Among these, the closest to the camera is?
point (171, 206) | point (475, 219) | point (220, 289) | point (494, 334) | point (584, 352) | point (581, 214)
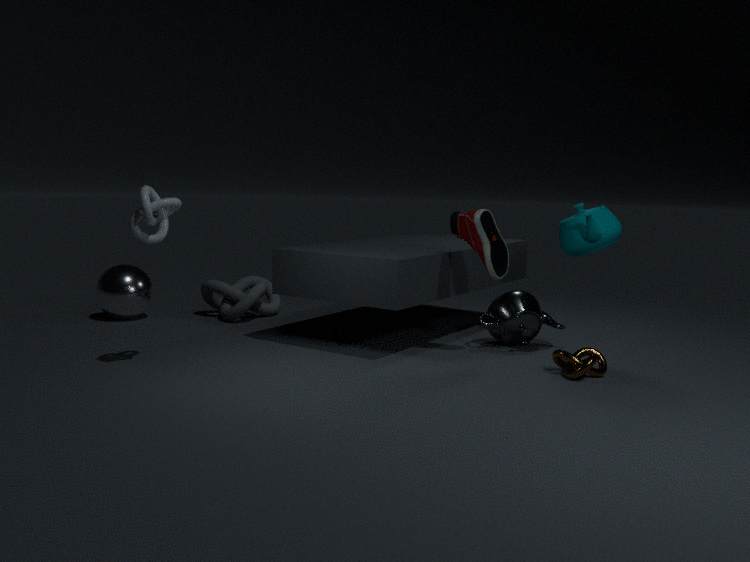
point (171, 206)
